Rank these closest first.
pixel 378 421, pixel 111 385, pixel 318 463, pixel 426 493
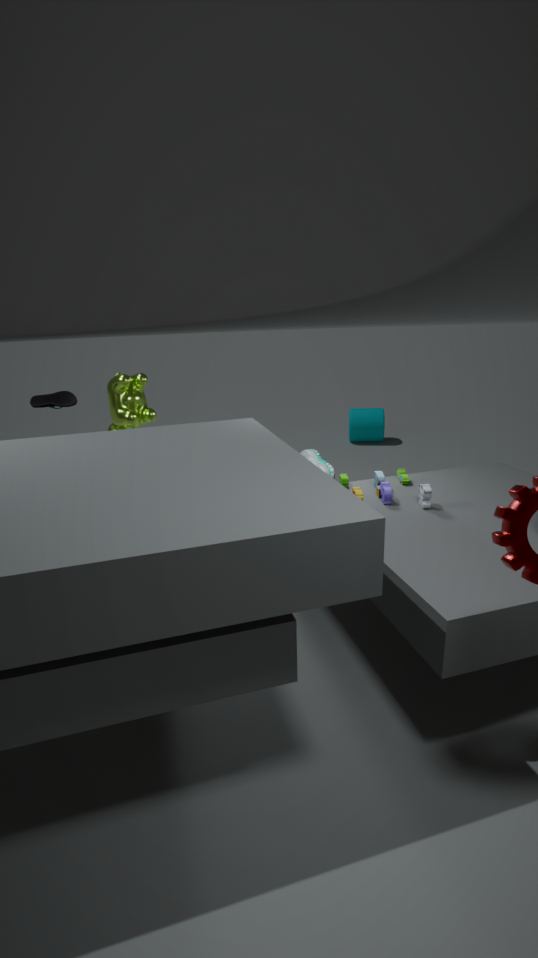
pixel 426 493 < pixel 111 385 < pixel 318 463 < pixel 378 421
